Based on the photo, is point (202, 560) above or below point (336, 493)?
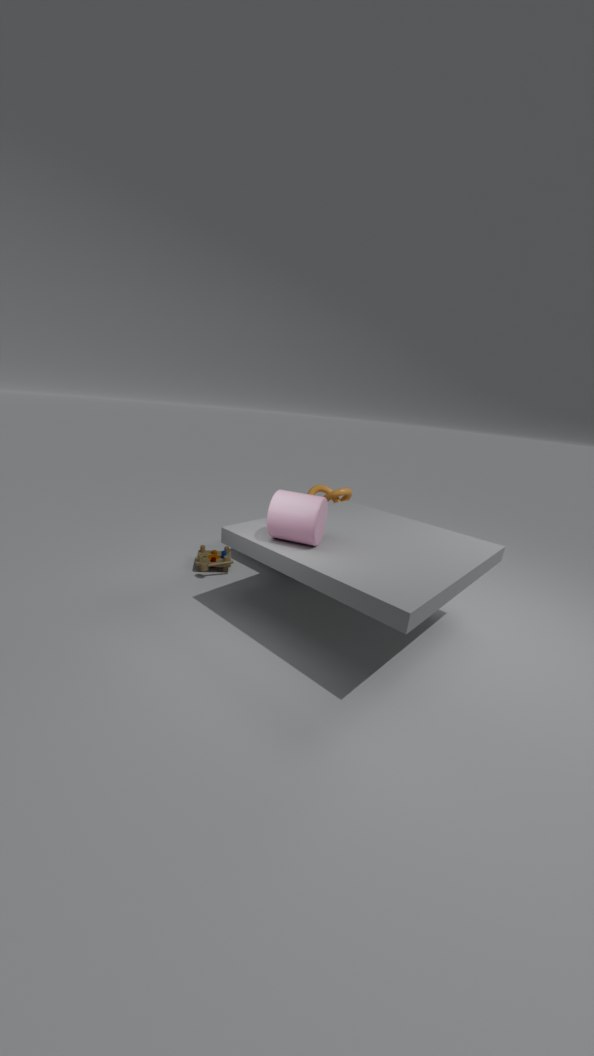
below
